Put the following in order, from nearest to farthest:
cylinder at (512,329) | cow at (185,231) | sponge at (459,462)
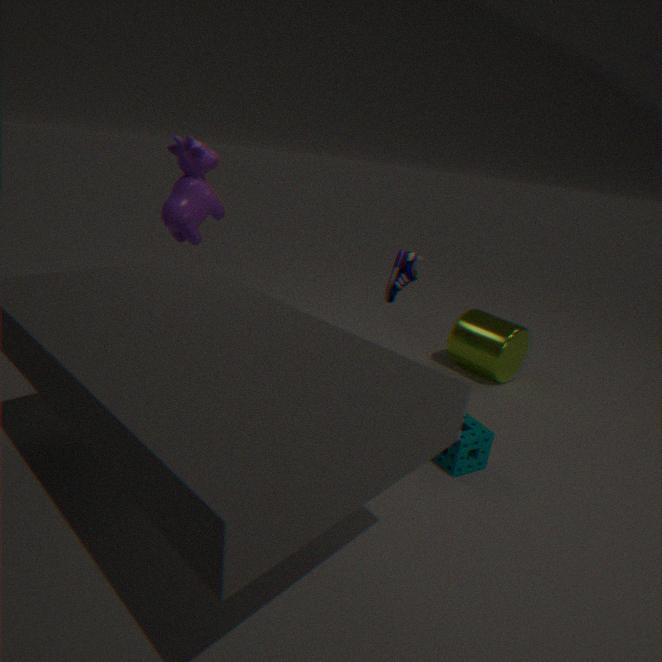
sponge at (459,462) → cow at (185,231) → cylinder at (512,329)
